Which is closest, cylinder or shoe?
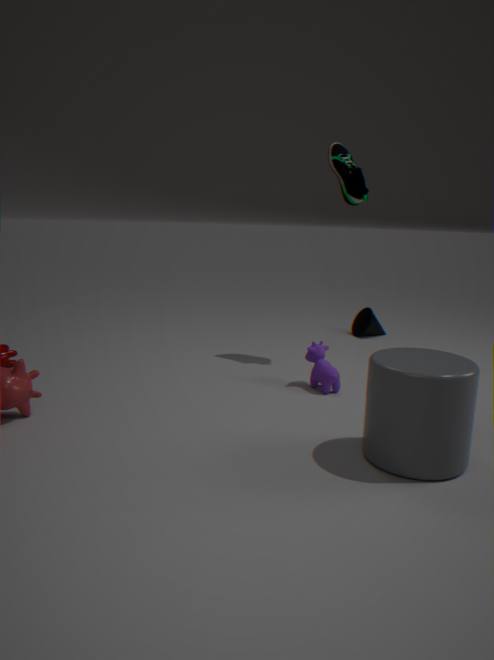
cylinder
